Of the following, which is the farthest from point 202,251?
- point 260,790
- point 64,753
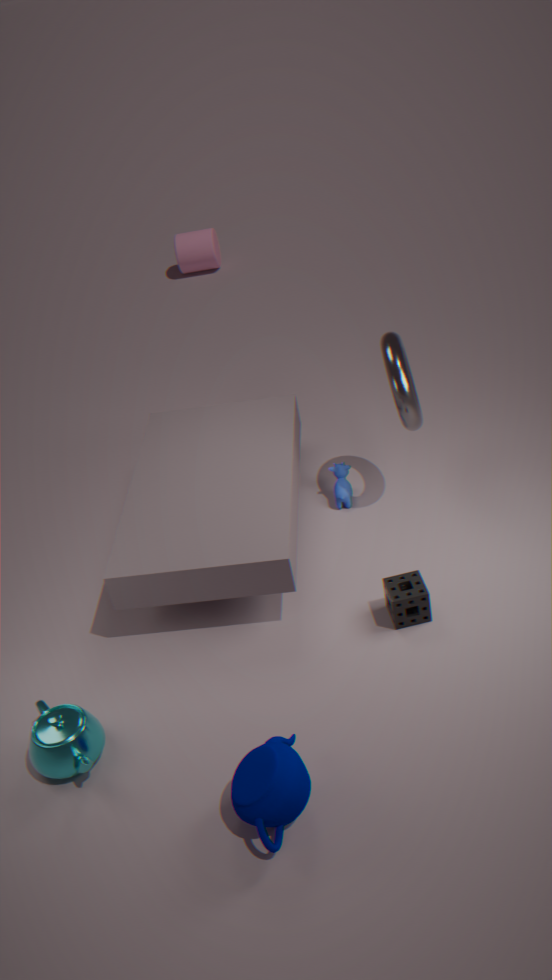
point 260,790
